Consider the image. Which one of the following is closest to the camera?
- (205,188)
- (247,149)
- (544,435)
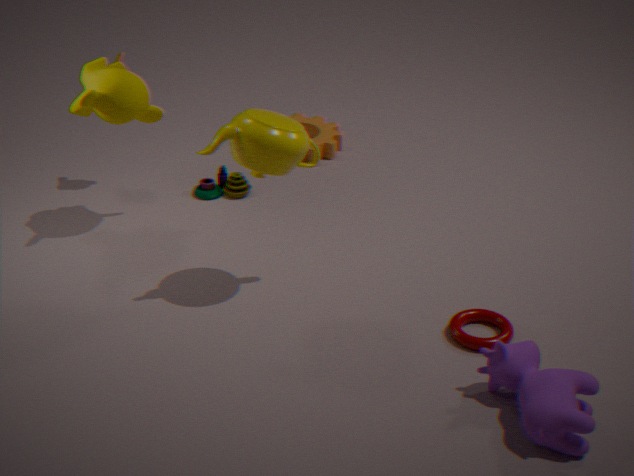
(544,435)
